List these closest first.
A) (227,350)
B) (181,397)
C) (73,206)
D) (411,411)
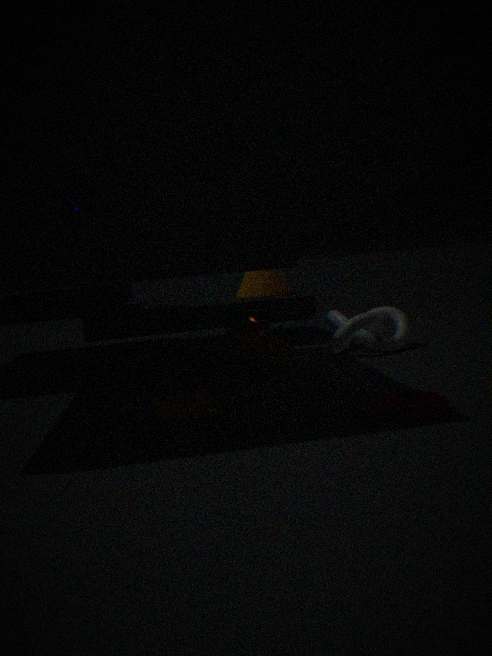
1. (411,411)
2. (181,397)
3. (227,350)
4. (73,206)
